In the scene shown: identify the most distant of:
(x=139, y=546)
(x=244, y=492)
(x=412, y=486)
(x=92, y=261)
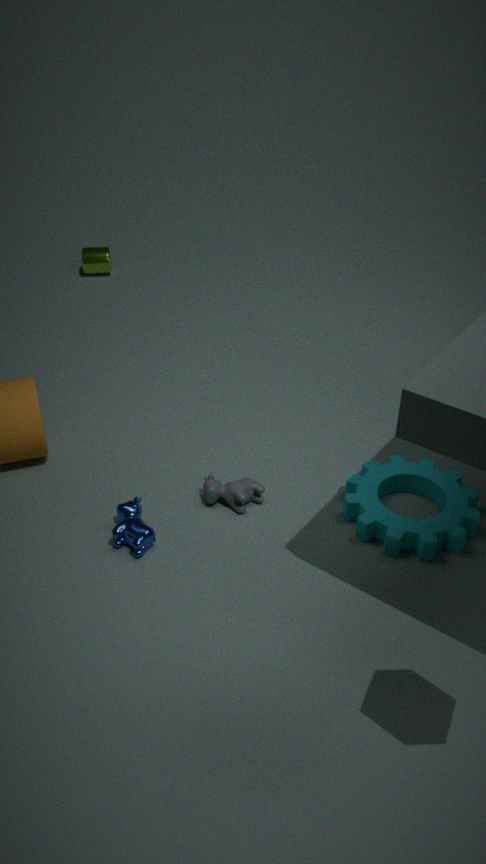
(x=92, y=261)
